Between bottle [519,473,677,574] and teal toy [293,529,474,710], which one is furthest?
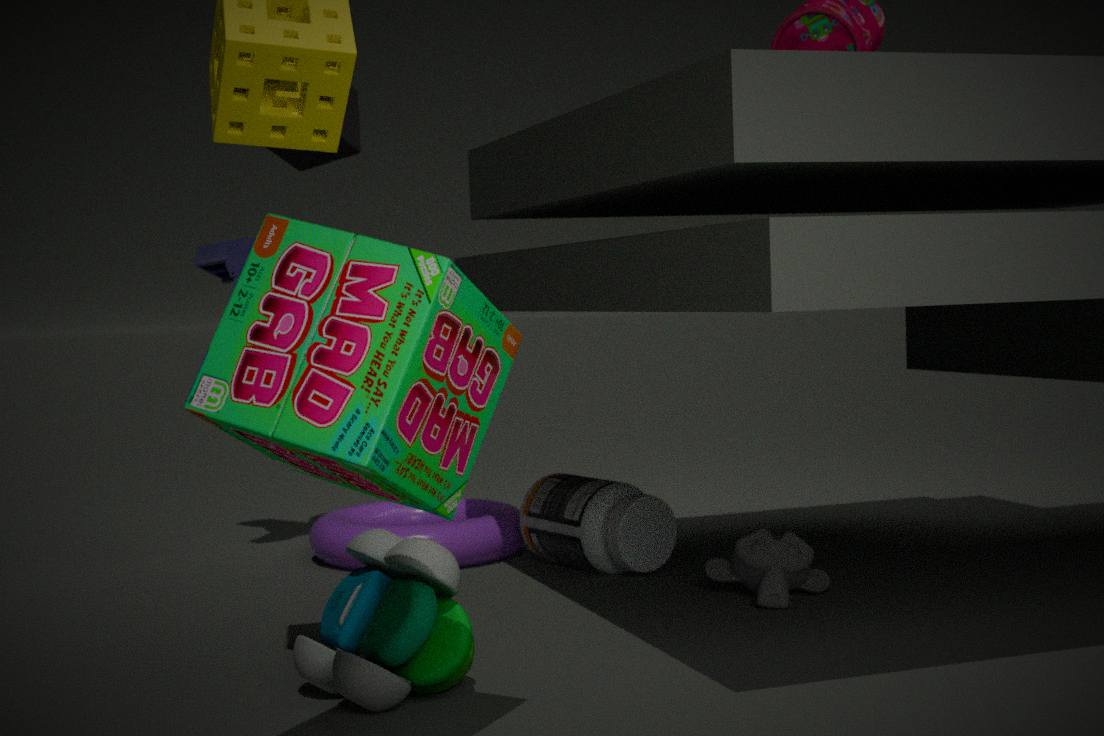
bottle [519,473,677,574]
